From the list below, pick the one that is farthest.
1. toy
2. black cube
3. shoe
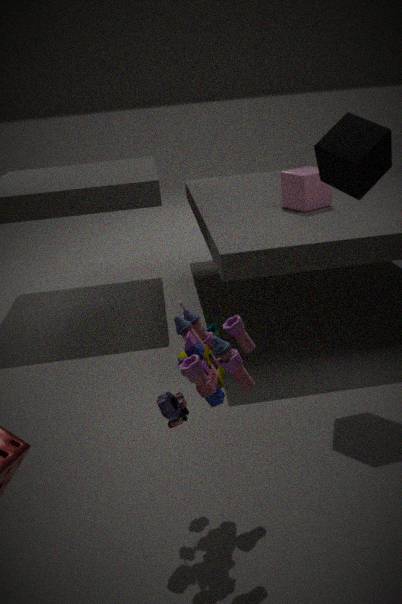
shoe
